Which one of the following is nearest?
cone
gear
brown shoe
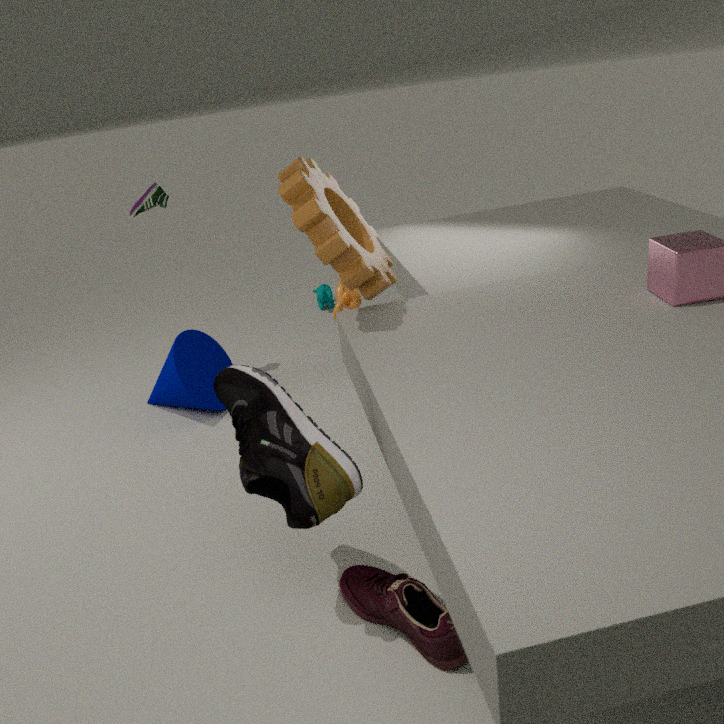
brown shoe
